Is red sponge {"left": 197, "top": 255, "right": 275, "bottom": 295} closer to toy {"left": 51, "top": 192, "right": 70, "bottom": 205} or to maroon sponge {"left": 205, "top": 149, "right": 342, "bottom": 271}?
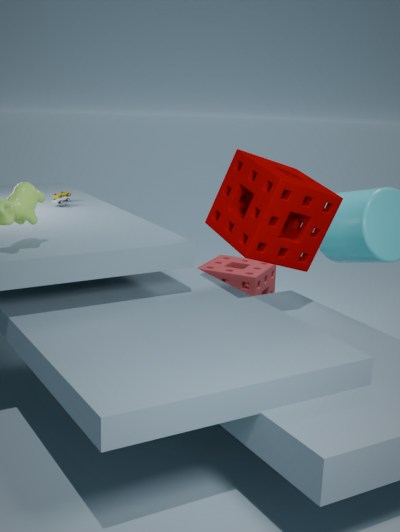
maroon sponge {"left": 205, "top": 149, "right": 342, "bottom": 271}
